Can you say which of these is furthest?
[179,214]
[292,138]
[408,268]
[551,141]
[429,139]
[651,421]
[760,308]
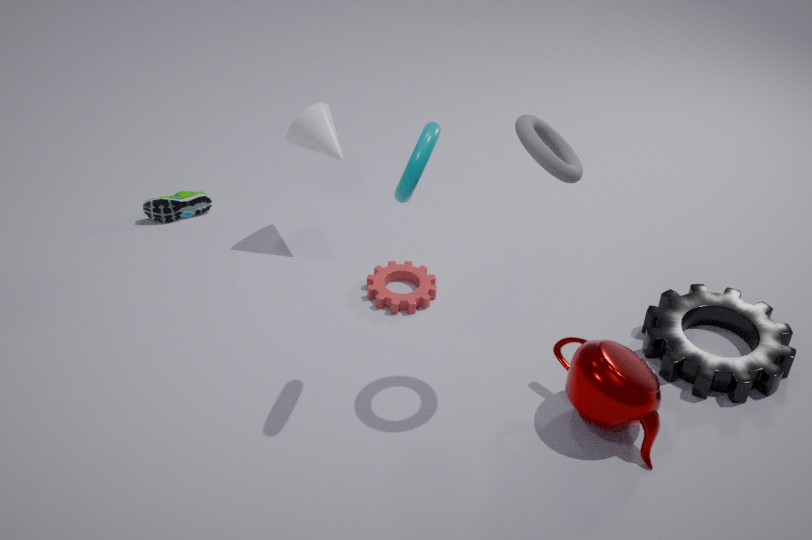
[179,214]
